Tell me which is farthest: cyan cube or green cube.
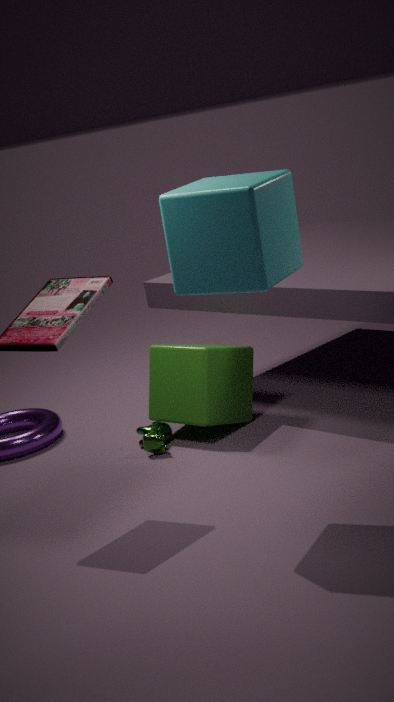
green cube
